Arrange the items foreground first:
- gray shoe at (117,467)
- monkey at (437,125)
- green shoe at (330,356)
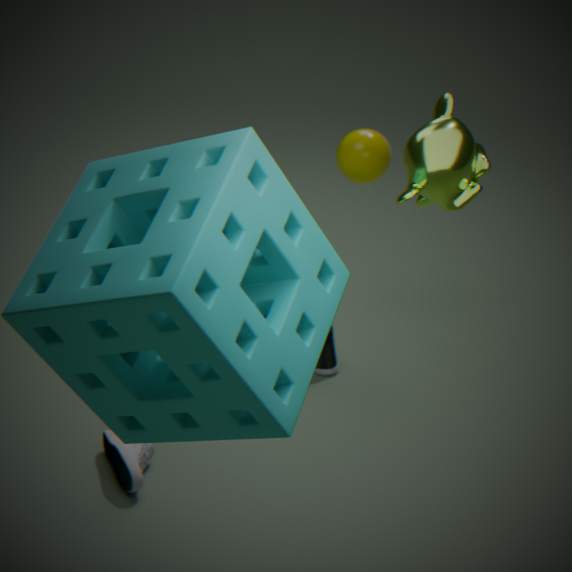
monkey at (437,125)
gray shoe at (117,467)
green shoe at (330,356)
